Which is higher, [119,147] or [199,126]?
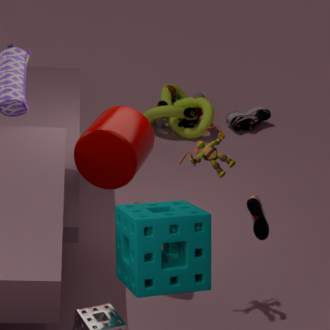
[119,147]
